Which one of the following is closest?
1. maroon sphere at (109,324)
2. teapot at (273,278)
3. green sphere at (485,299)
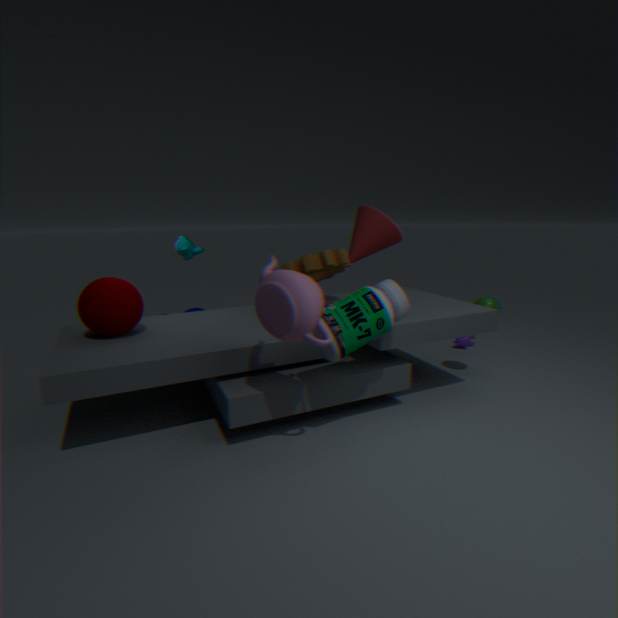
teapot at (273,278)
